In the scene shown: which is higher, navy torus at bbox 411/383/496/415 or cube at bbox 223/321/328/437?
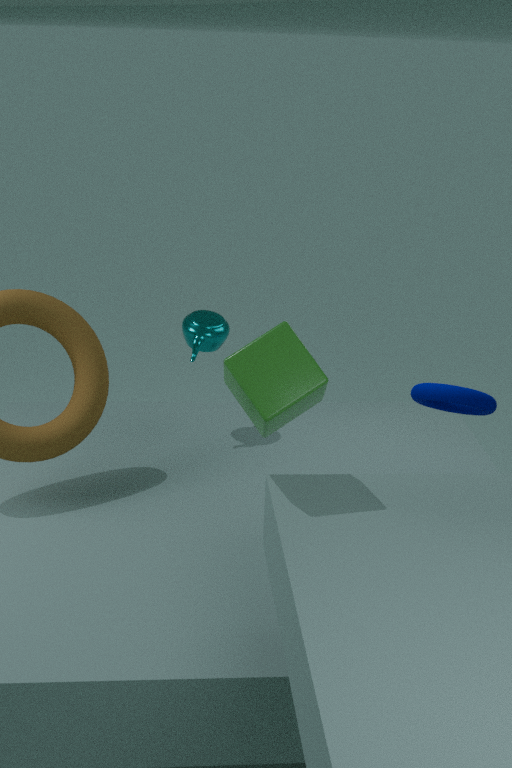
cube at bbox 223/321/328/437
